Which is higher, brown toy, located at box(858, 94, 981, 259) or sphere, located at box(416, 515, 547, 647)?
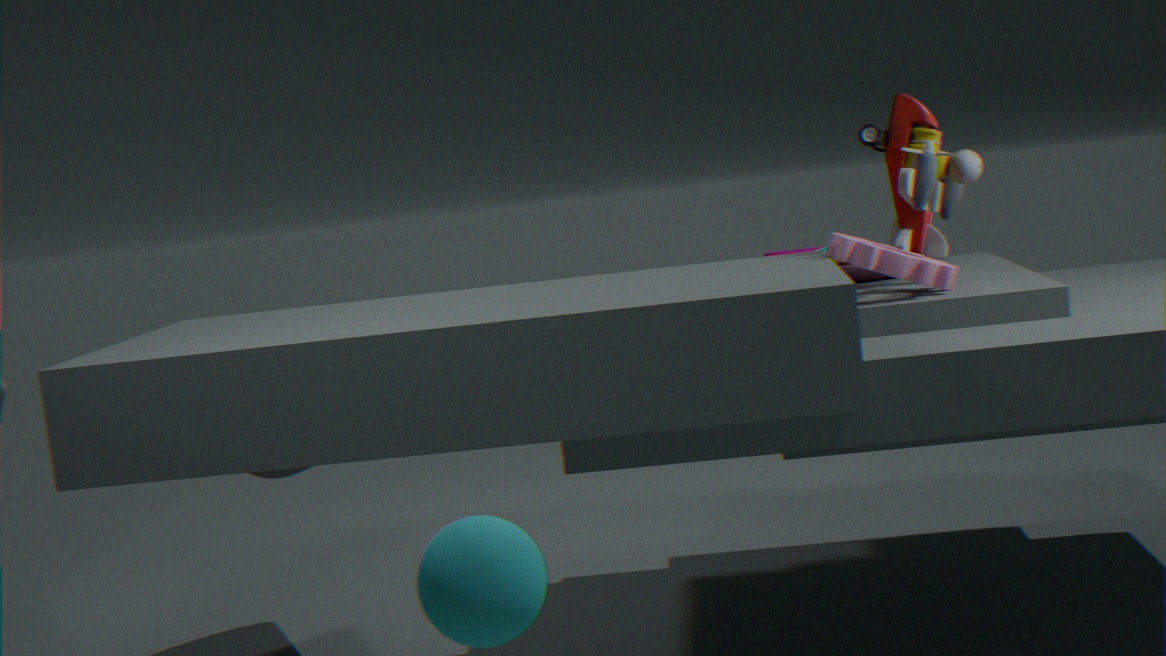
brown toy, located at box(858, 94, 981, 259)
